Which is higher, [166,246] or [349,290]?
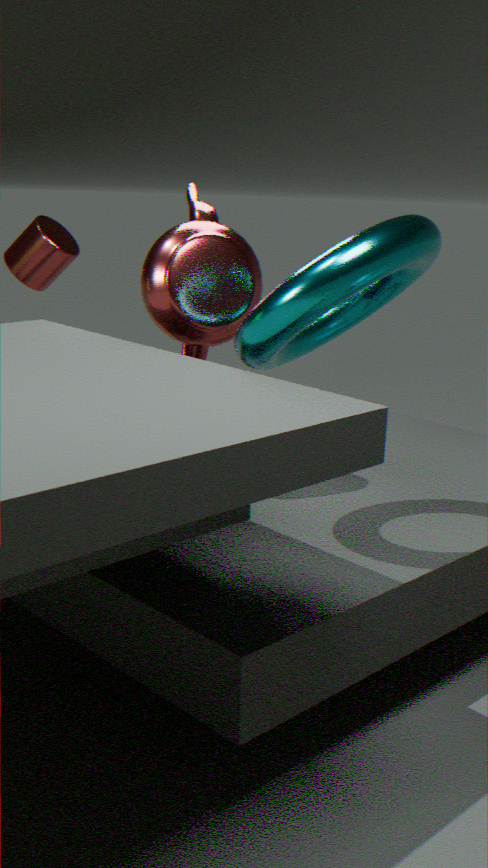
[349,290]
